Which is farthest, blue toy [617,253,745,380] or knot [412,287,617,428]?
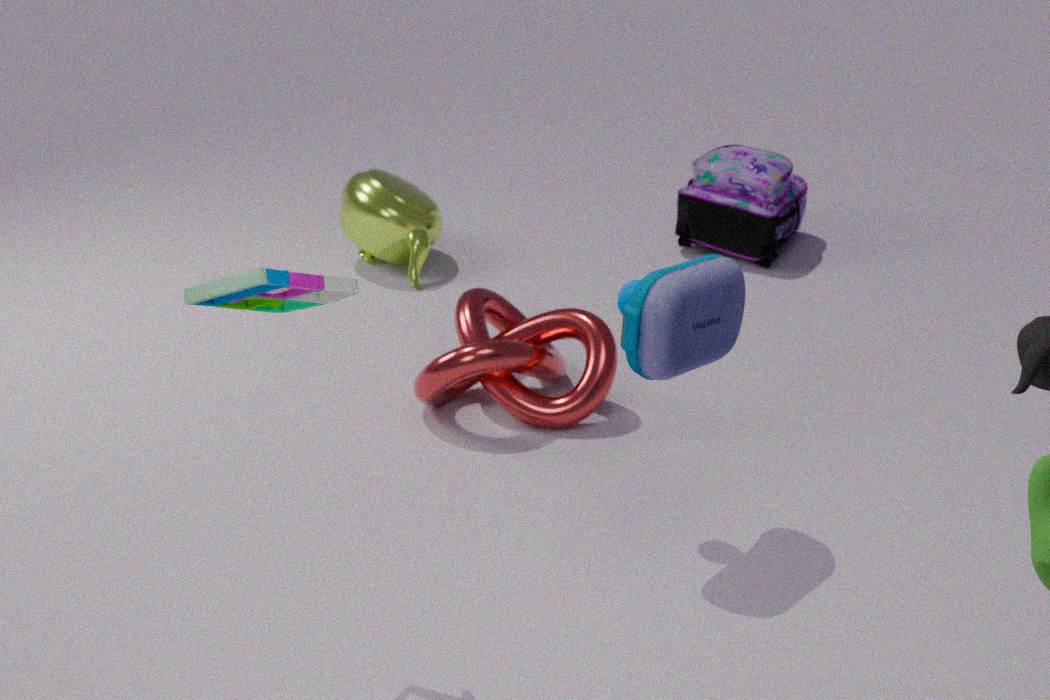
knot [412,287,617,428]
